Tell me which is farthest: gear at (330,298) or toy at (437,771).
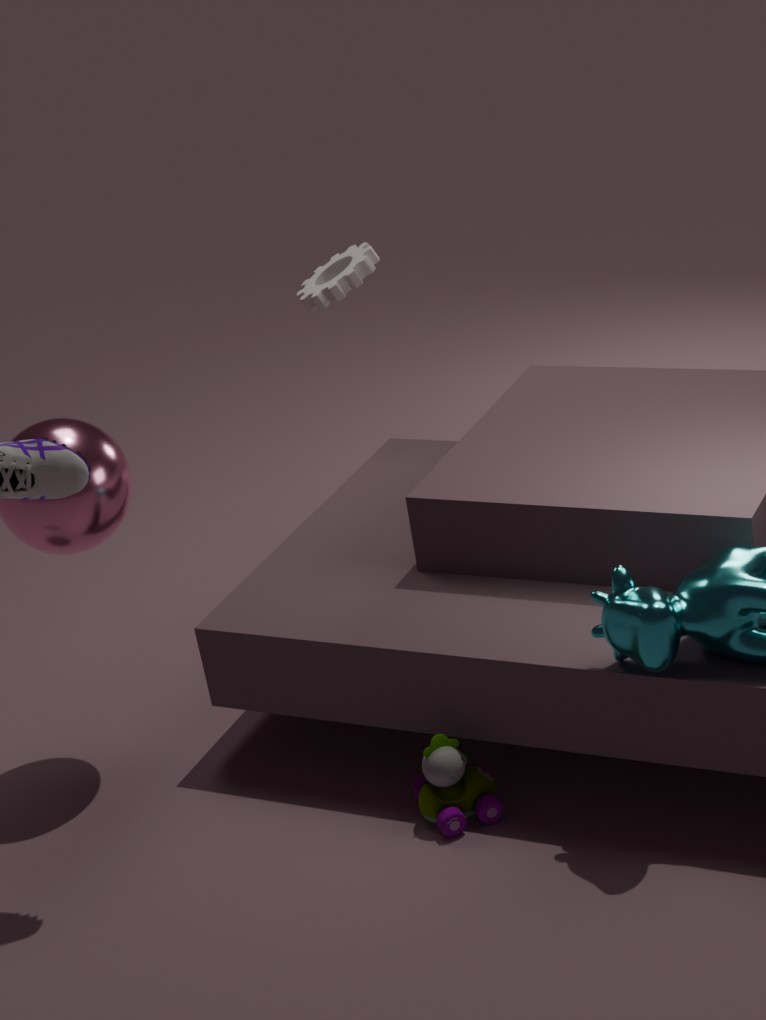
gear at (330,298)
